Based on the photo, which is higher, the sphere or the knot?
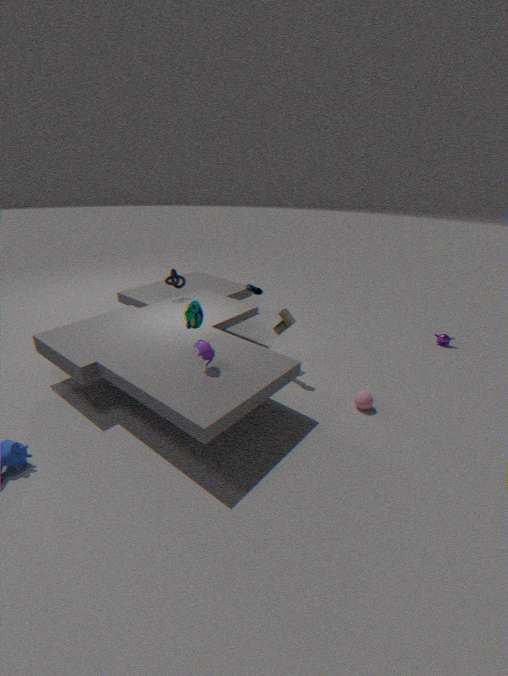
the knot
